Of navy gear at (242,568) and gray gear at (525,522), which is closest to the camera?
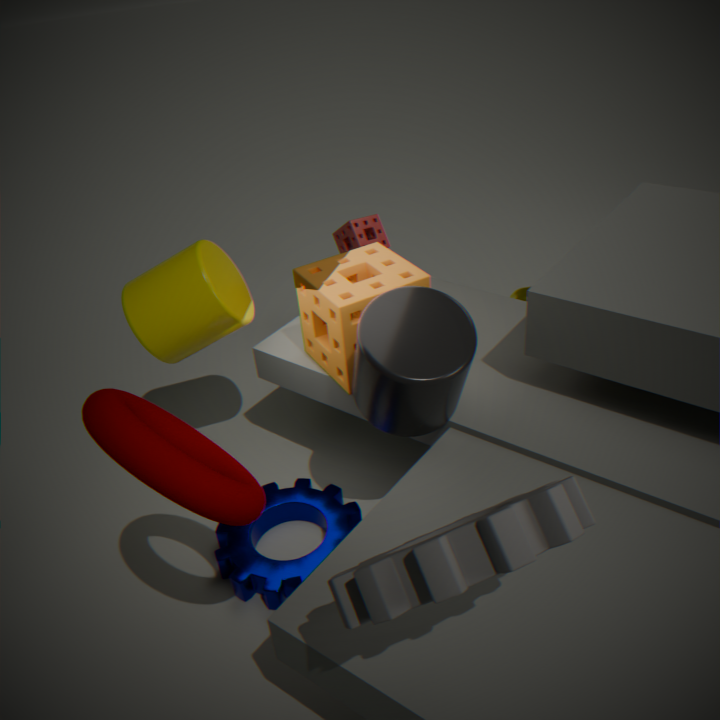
gray gear at (525,522)
